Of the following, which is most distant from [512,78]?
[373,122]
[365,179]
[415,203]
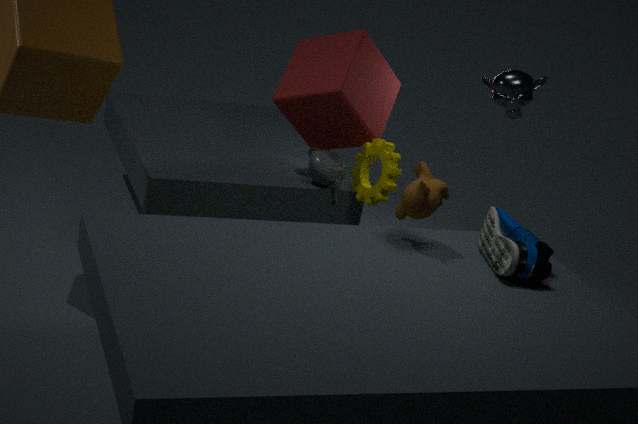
[373,122]
